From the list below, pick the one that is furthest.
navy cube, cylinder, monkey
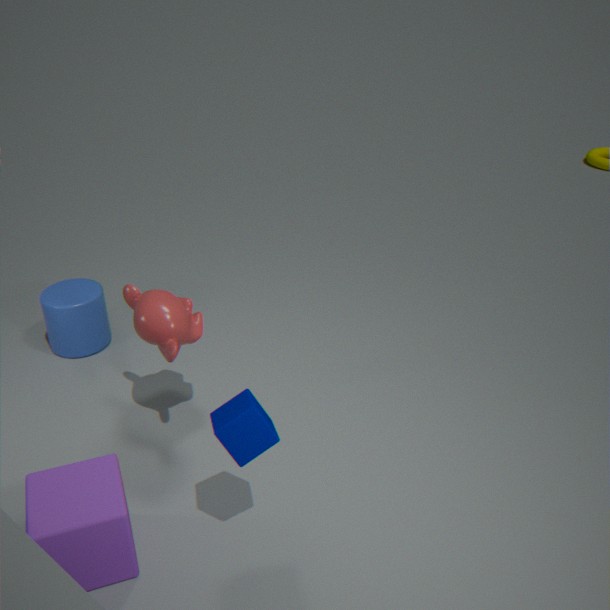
cylinder
